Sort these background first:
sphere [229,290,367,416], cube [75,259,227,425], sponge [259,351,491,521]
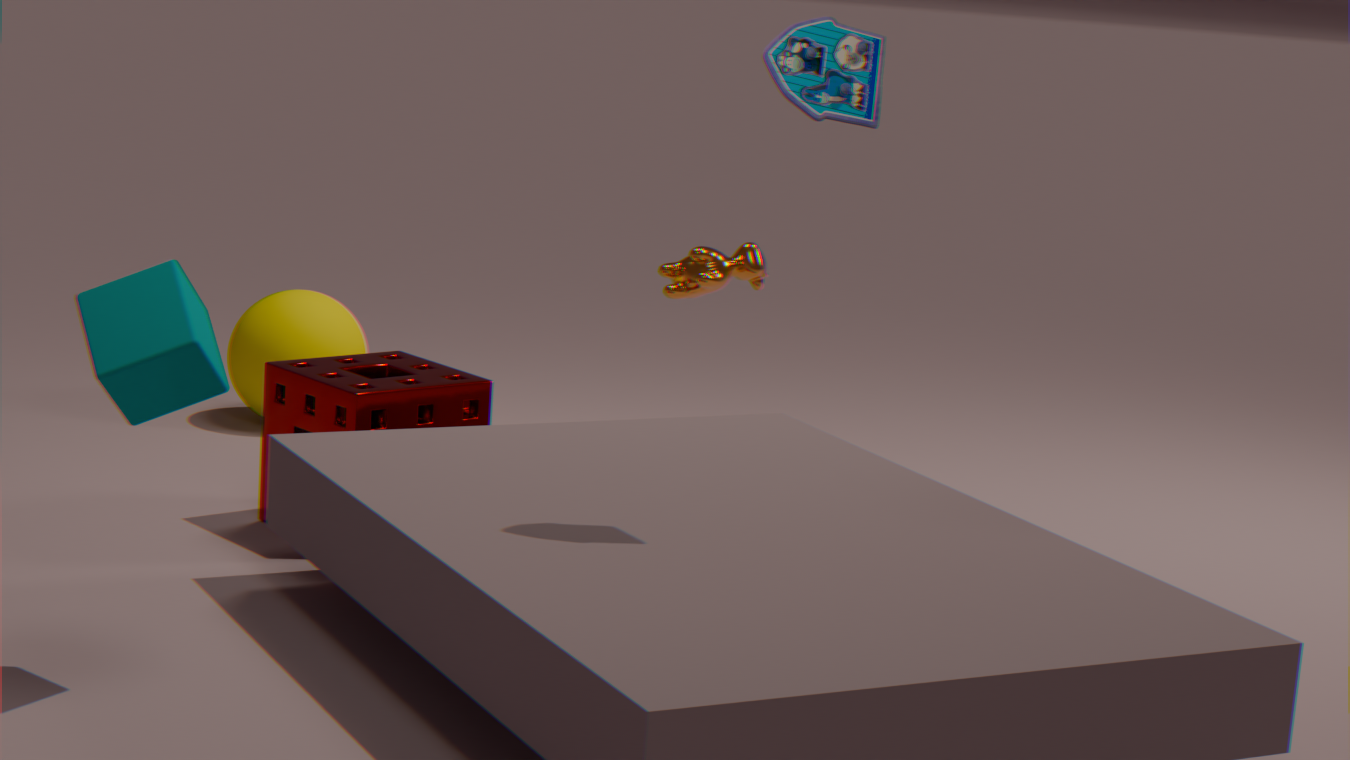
1. sphere [229,290,367,416]
2. sponge [259,351,491,521]
3. cube [75,259,227,425]
